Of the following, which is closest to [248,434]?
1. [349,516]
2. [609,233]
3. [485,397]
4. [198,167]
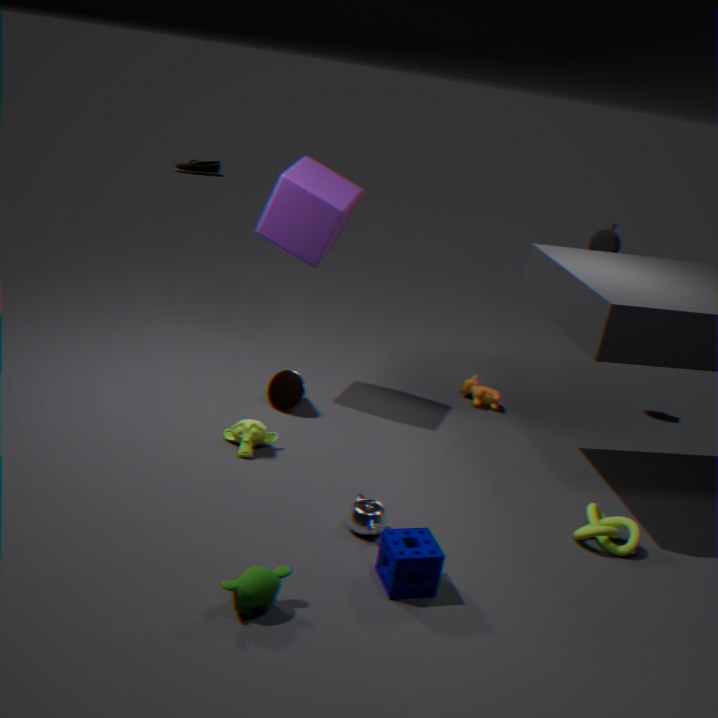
[349,516]
